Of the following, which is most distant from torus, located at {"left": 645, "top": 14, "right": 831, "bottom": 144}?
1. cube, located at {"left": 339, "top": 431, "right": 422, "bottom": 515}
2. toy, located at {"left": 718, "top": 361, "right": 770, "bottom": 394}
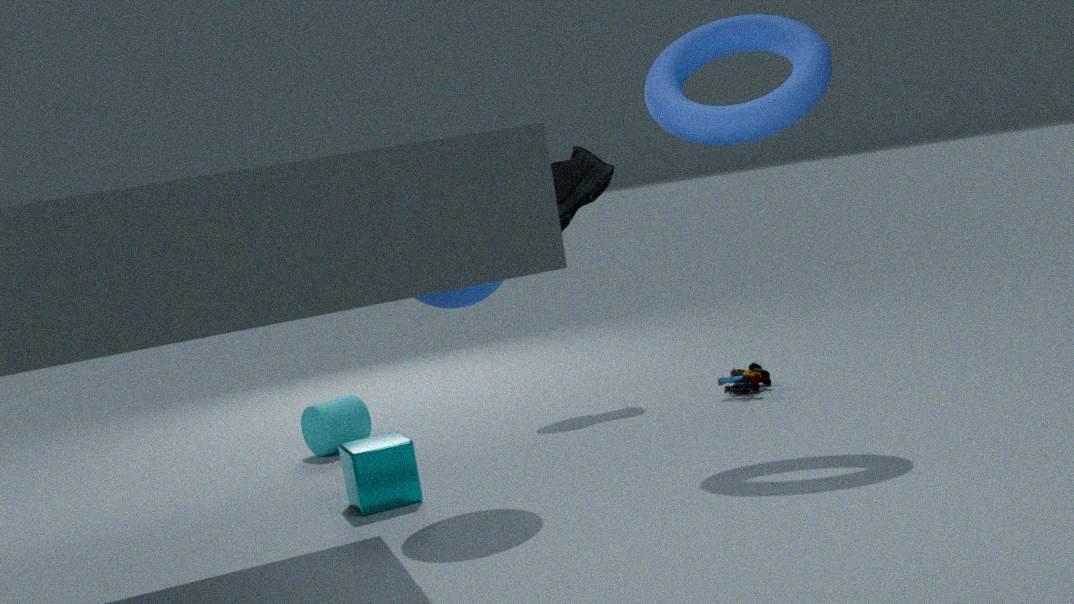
cube, located at {"left": 339, "top": 431, "right": 422, "bottom": 515}
